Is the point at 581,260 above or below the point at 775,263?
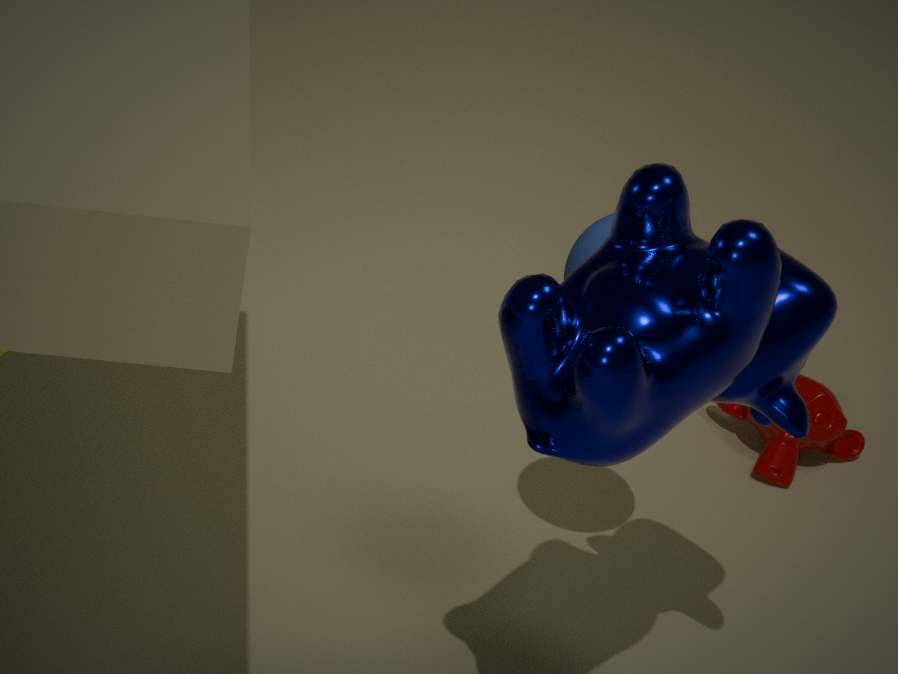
below
